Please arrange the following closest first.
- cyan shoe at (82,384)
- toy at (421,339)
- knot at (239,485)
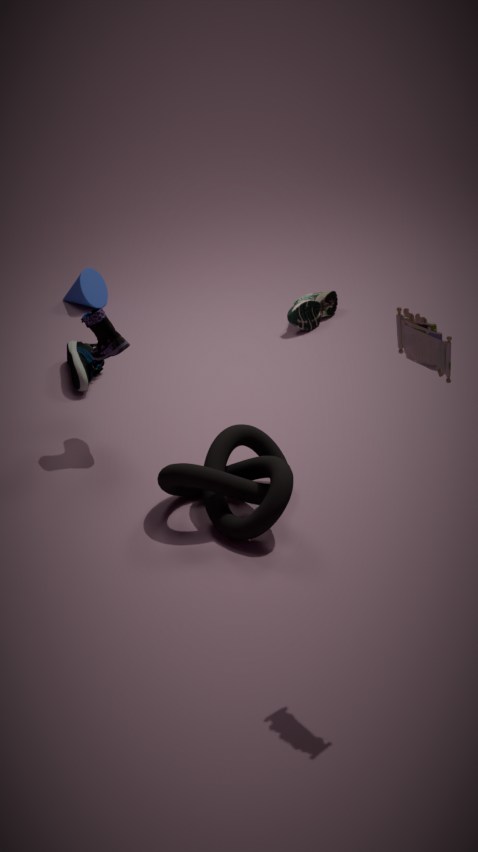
toy at (421,339) < knot at (239,485) < cyan shoe at (82,384)
